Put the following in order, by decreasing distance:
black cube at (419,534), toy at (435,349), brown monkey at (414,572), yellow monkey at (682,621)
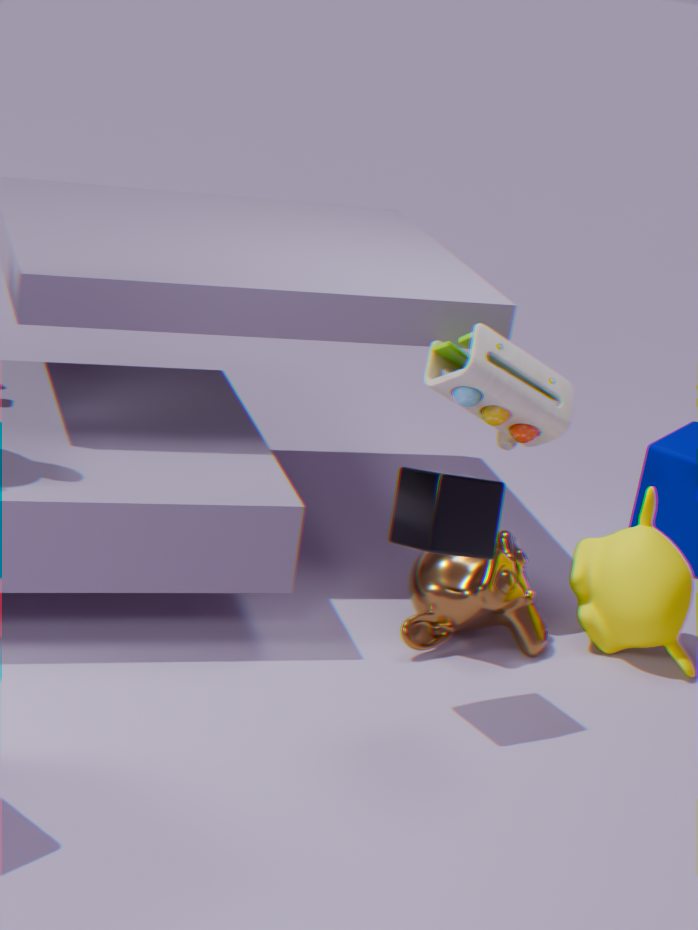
1. yellow monkey at (682,621)
2. toy at (435,349)
3. brown monkey at (414,572)
4. black cube at (419,534)
